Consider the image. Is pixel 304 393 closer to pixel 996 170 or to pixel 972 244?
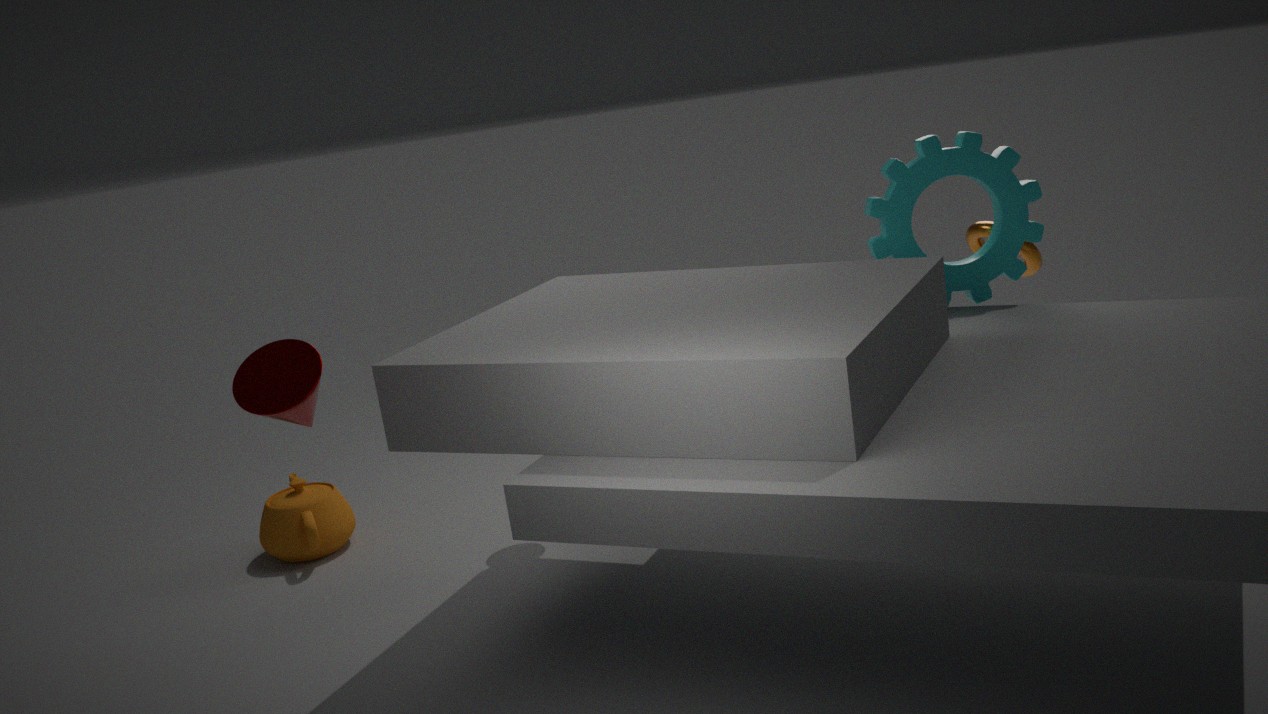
pixel 996 170
